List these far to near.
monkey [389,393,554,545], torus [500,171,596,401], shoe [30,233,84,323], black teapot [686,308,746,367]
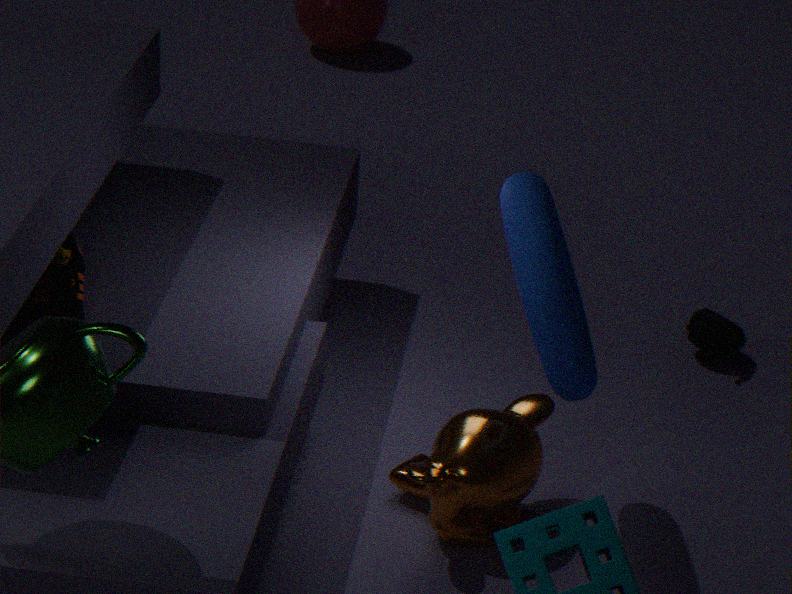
black teapot [686,308,746,367]
shoe [30,233,84,323]
monkey [389,393,554,545]
torus [500,171,596,401]
